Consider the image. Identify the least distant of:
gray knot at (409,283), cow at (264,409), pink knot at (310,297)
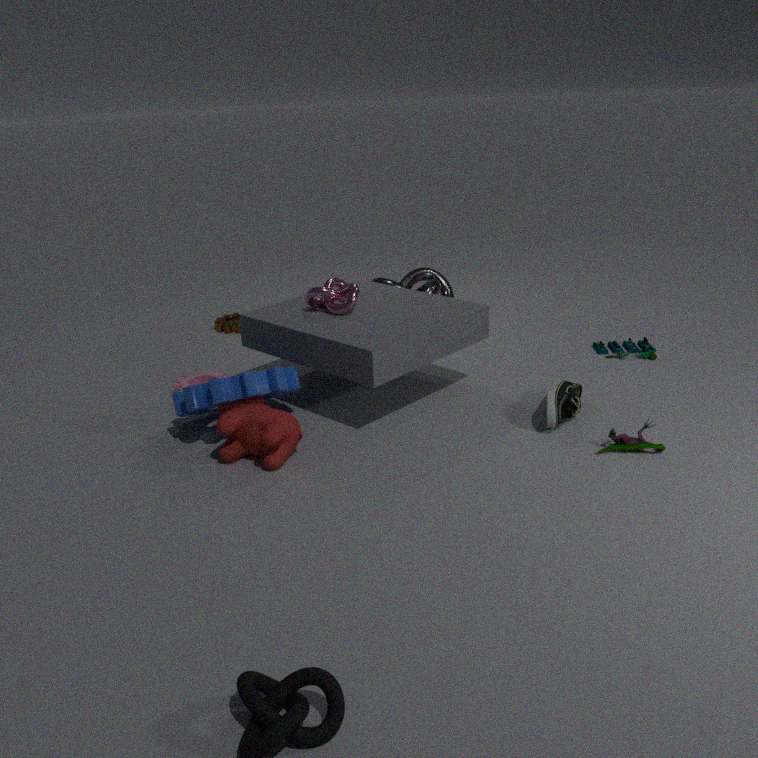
cow at (264,409)
